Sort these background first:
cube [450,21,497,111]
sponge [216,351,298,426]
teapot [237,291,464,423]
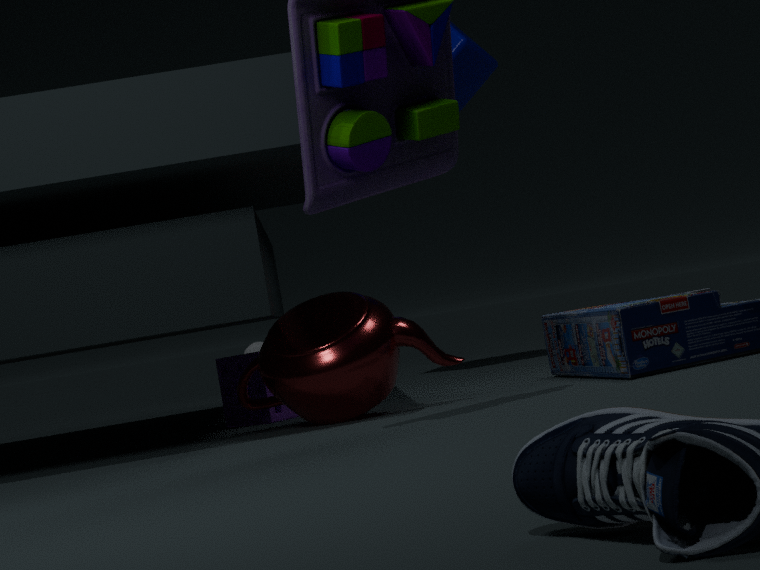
cube [450,21,497,111] → sponge [216,351,298,426] → teapot [237,291,464,423]
